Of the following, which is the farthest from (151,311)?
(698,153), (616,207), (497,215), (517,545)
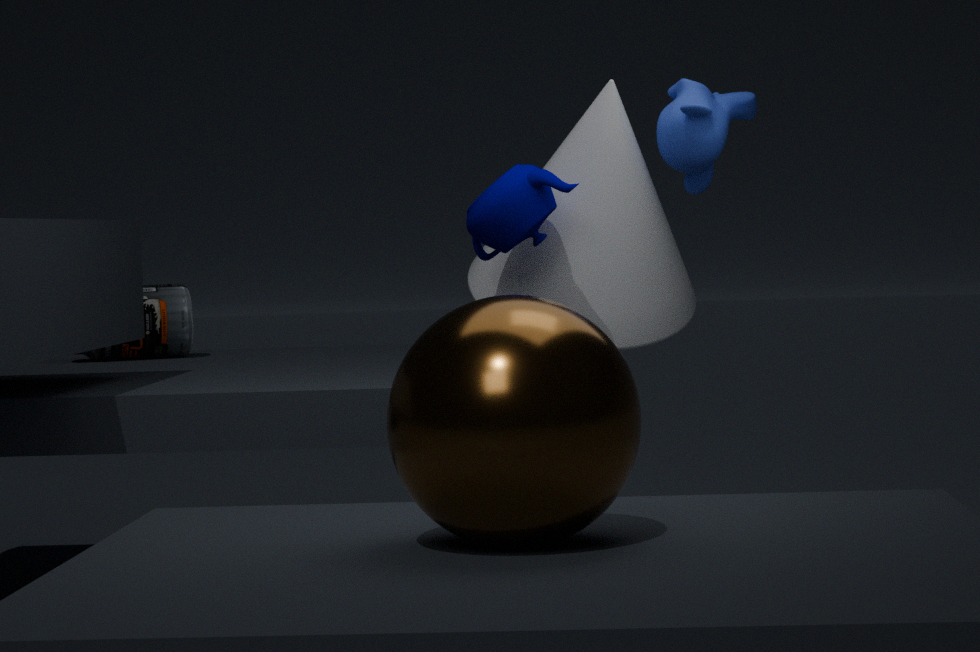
(517,545)
